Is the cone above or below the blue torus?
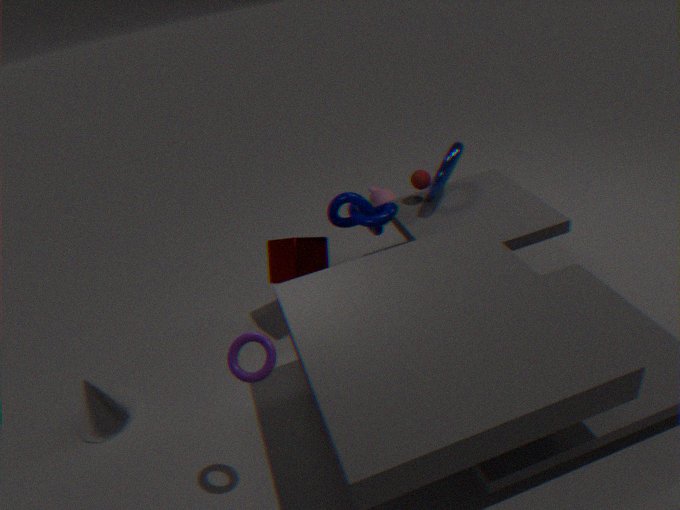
below
